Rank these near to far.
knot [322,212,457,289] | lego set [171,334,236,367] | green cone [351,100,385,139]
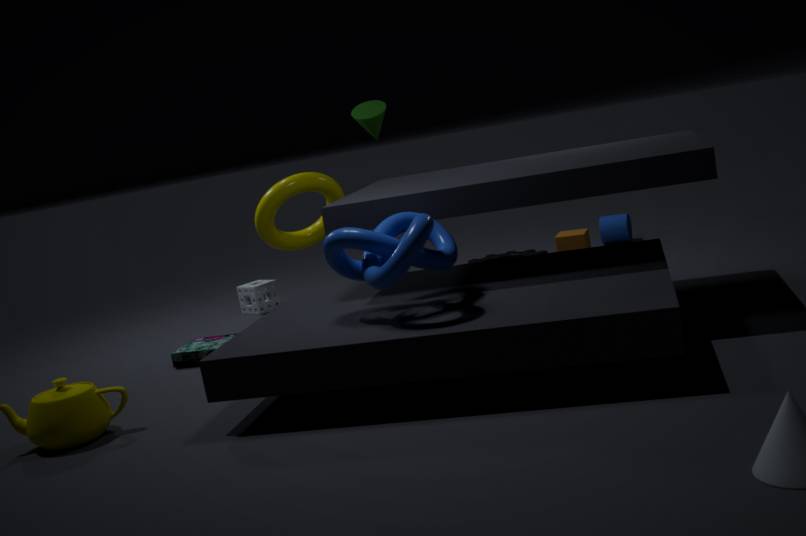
knot [322,212,457,289] → lego set [171,334,236,367] → green cone [351,100,385,139]
